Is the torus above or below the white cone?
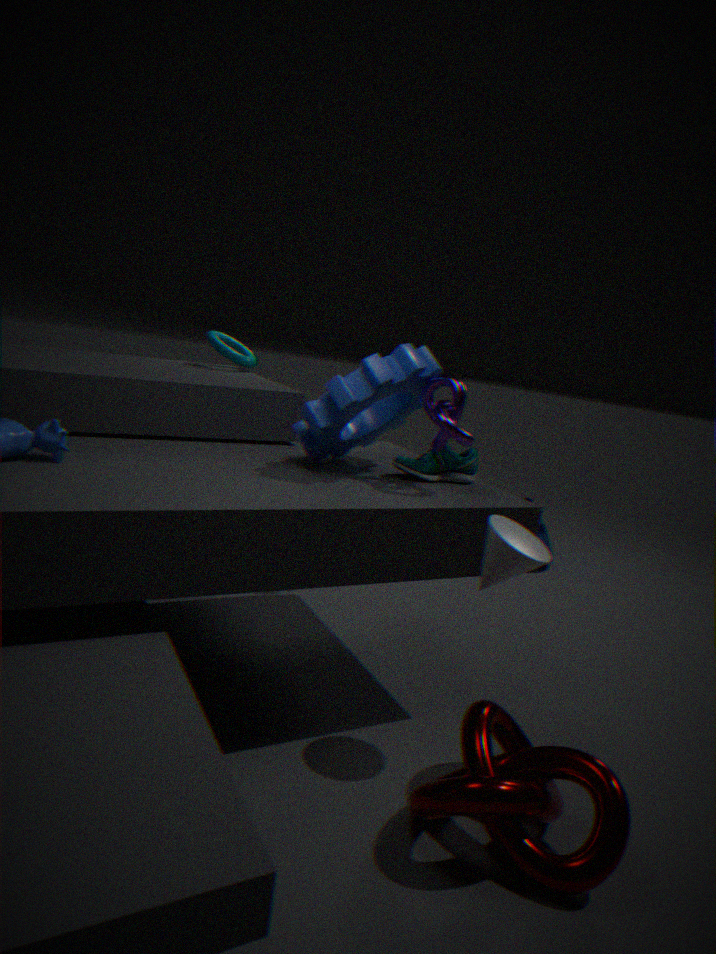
above
